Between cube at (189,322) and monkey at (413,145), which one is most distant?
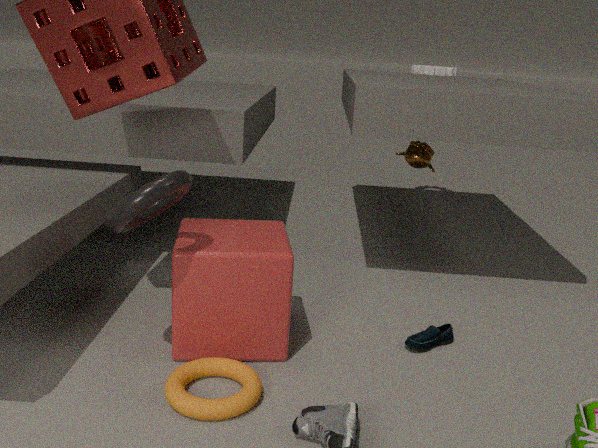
monkey at (413,145)
